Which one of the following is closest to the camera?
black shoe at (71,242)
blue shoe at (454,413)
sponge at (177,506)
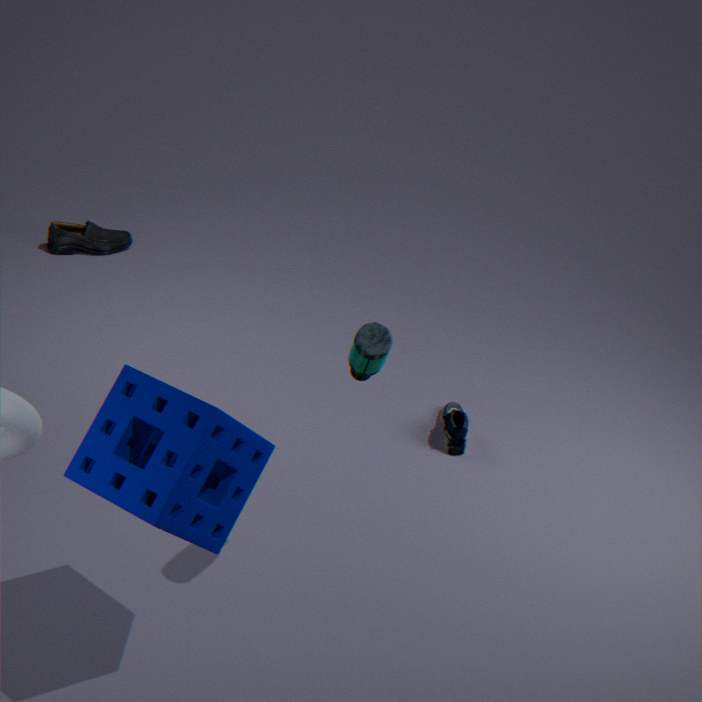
sponge at (177,506)
